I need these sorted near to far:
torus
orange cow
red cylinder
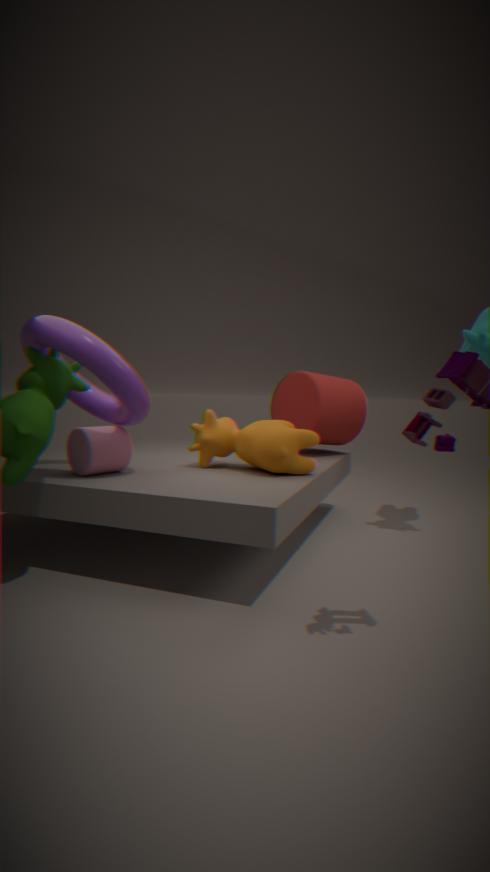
torus
orange cow
red cylinder
